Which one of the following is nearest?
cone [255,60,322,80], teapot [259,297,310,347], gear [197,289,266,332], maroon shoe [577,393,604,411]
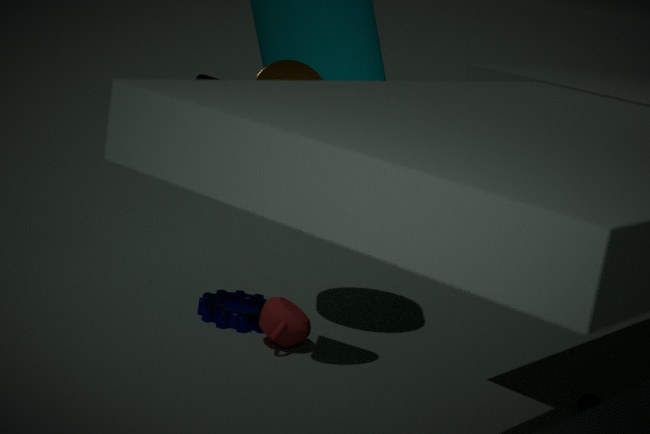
cone [255,60,322,80]
